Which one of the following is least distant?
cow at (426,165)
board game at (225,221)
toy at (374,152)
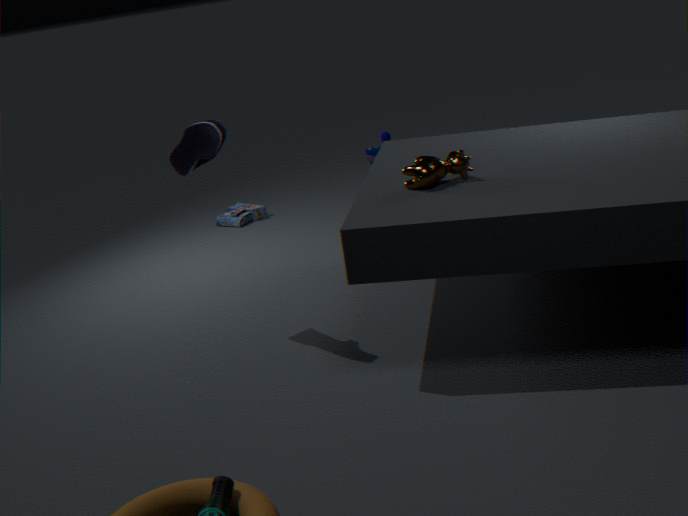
cow at (426,165)
